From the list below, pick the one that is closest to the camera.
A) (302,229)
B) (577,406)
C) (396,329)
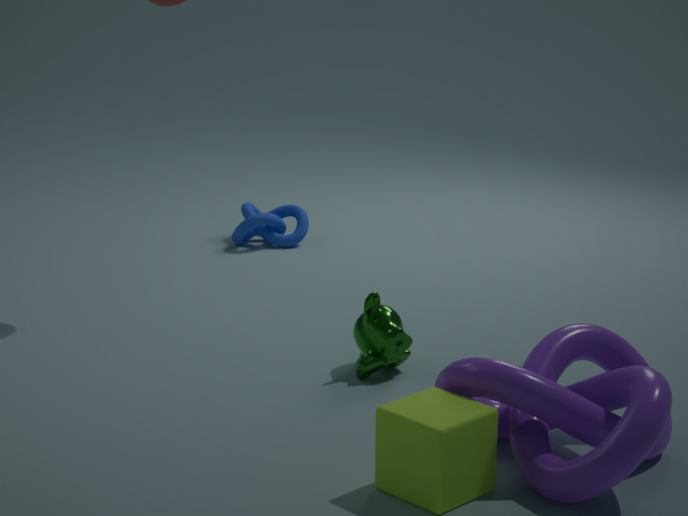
(577,406)
